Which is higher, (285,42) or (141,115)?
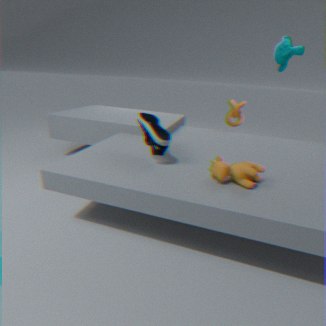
(285,42)
